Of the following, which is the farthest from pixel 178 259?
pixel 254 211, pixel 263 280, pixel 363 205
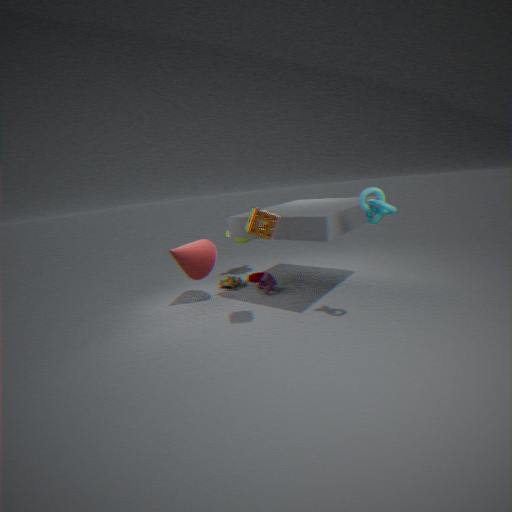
pixel 363 205
